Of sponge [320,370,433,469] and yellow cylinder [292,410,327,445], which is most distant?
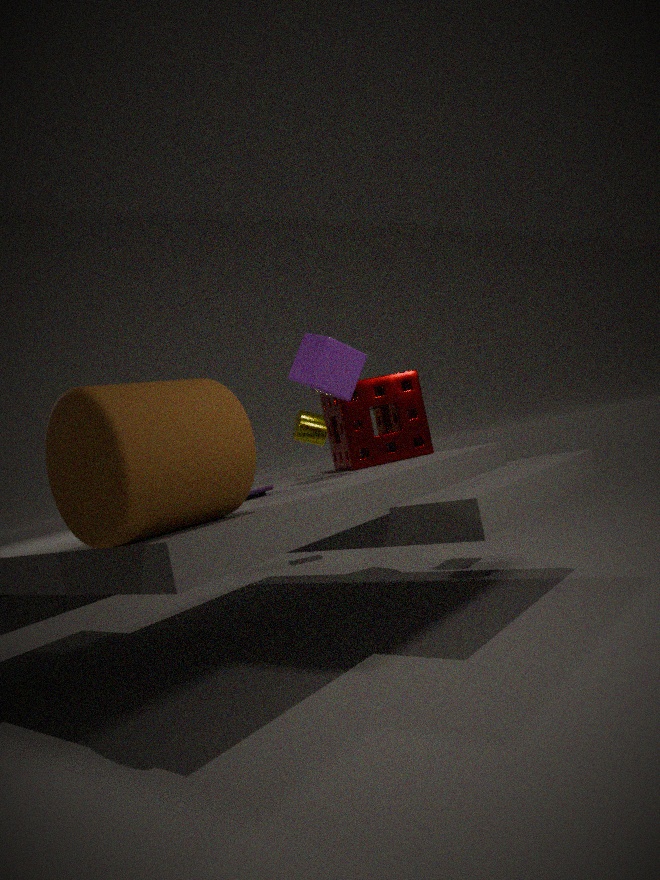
yellow cylinder [292,410,327,445]
